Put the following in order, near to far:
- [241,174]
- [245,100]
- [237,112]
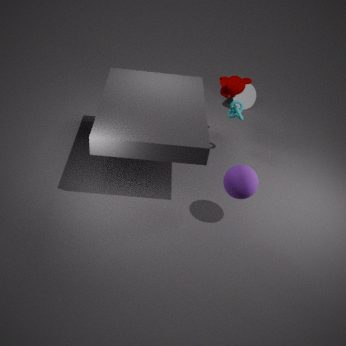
[241,174]
[237,112]
[245,100]
